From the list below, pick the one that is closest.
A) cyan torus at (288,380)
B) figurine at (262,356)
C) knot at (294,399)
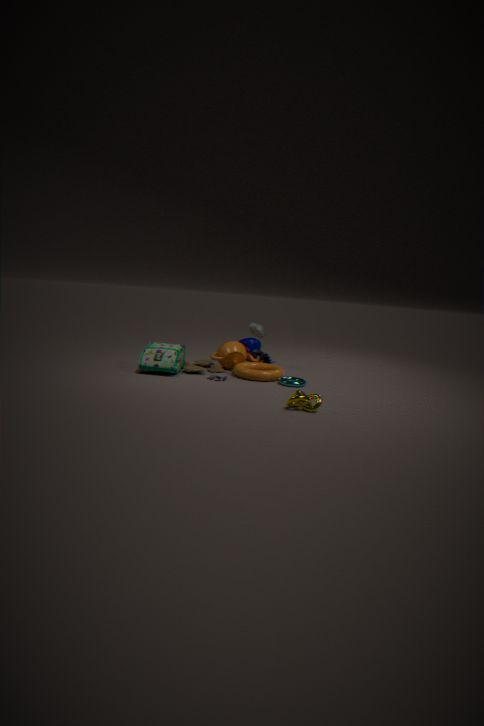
knot at (294,399)
